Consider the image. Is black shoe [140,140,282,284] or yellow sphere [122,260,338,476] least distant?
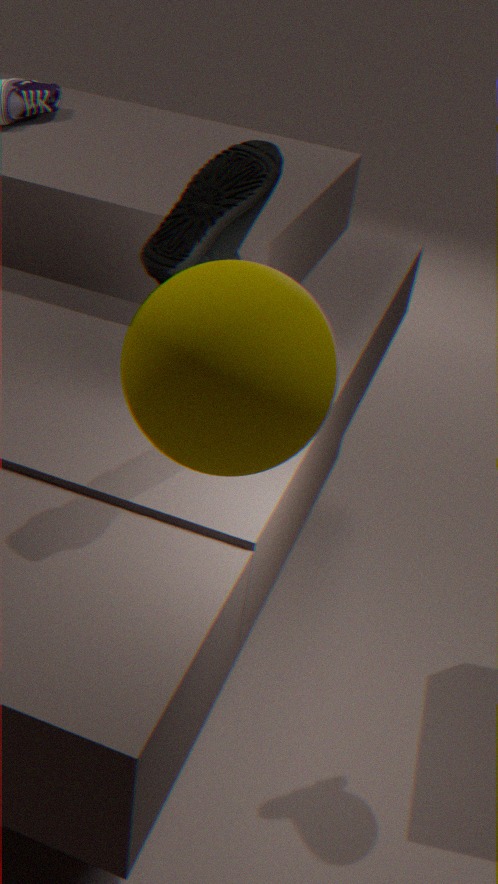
yellow sphere [122,260,338,476]
